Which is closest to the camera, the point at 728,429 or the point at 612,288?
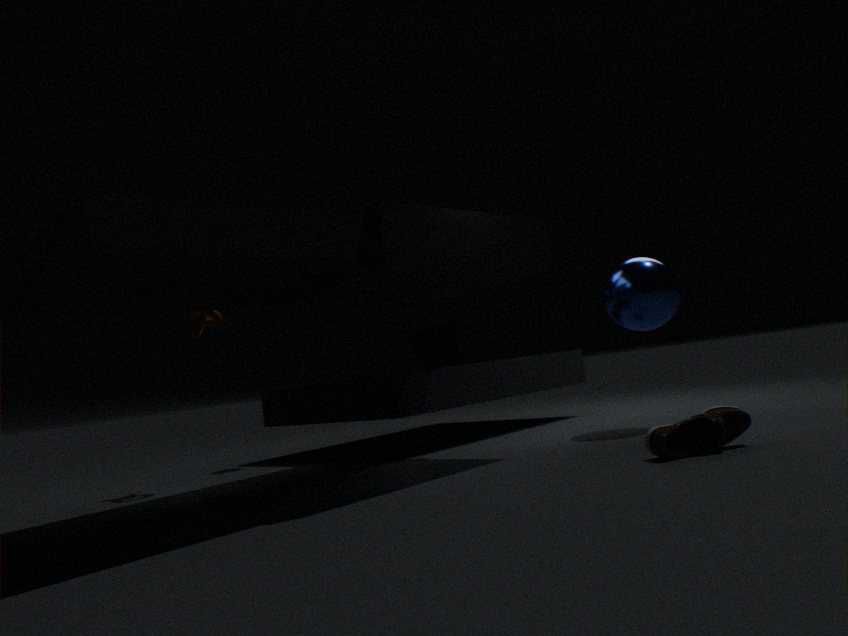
the point at 728,429
